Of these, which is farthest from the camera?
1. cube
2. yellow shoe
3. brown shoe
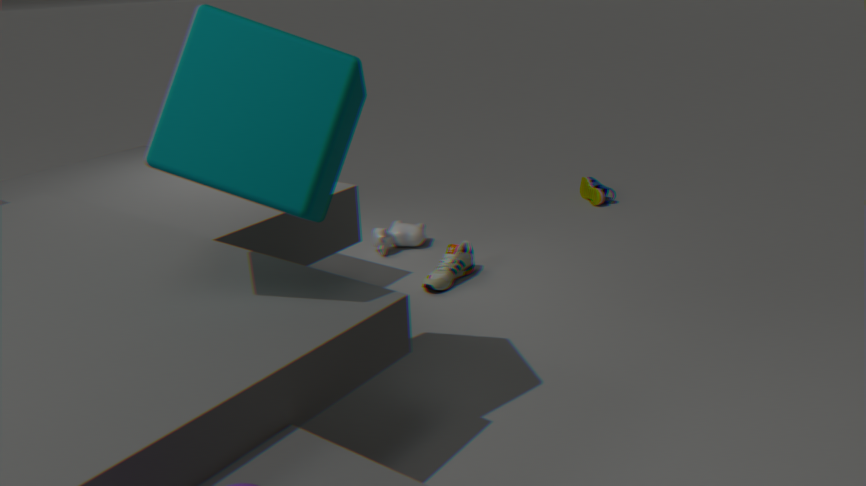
yellow shoe
